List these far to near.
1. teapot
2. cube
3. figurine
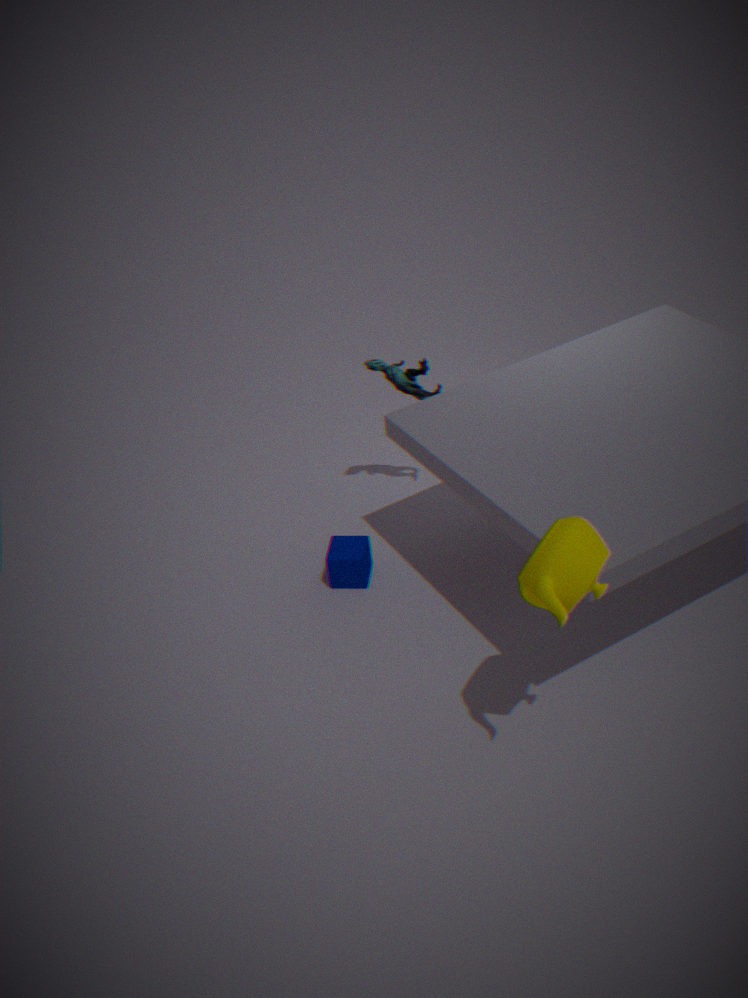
1. figurine
2. cube
3. teapot
